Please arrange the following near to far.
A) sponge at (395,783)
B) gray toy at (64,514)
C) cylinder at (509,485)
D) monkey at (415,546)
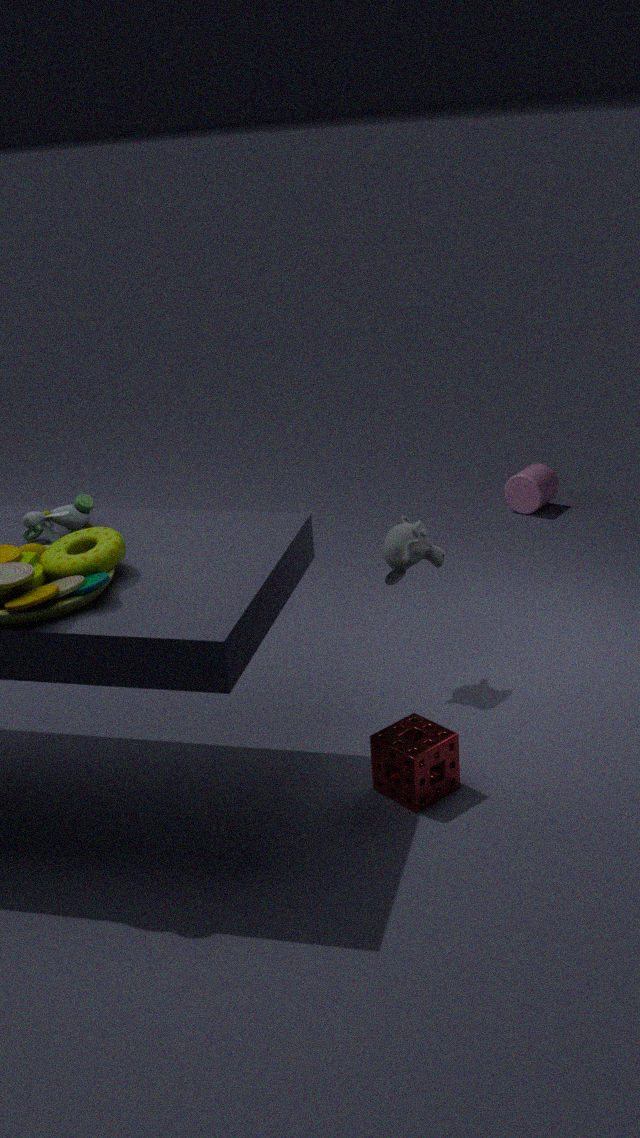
sponge at (395,783) → gray toy at (64,514) → monkey at (415,546) → cylinder at (509,485)
